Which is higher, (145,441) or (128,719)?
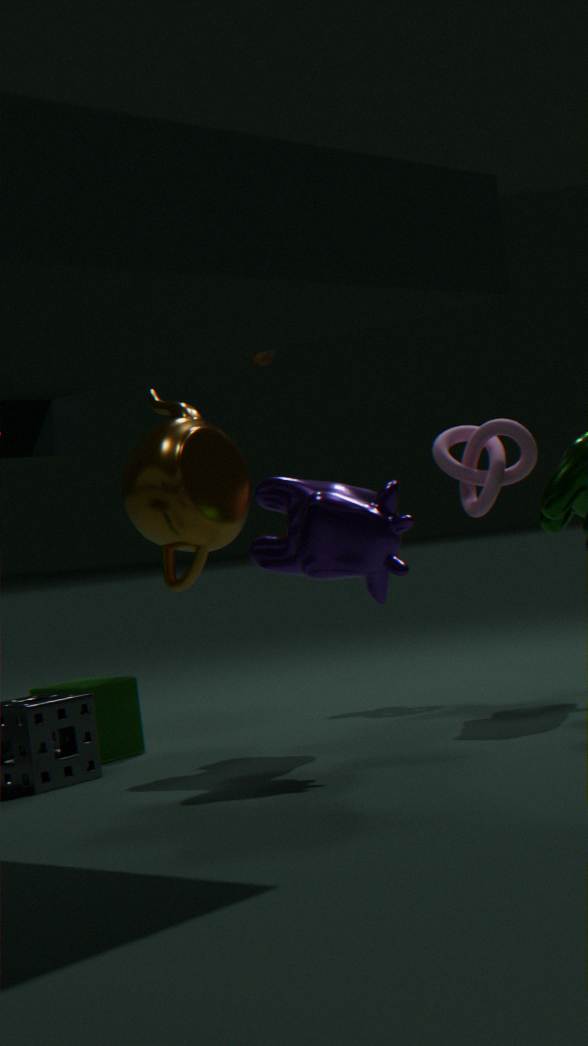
(145,441)
